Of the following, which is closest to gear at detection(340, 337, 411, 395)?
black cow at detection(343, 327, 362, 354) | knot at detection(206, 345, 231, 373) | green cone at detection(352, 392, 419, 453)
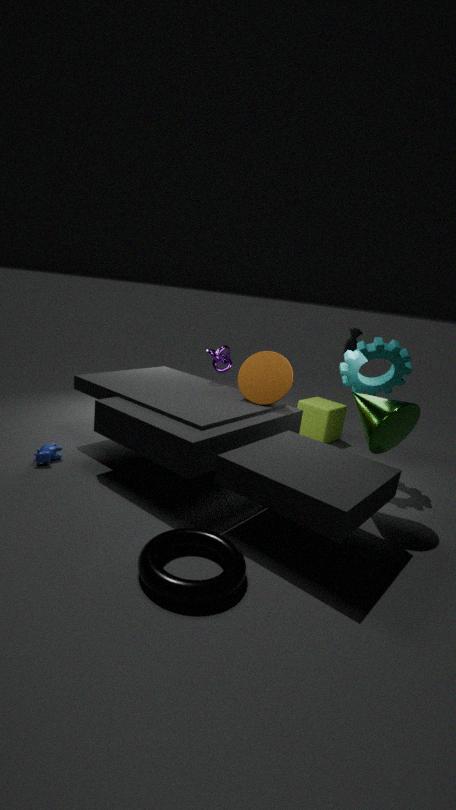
black cow at detection(343, 327, 362, 354)
